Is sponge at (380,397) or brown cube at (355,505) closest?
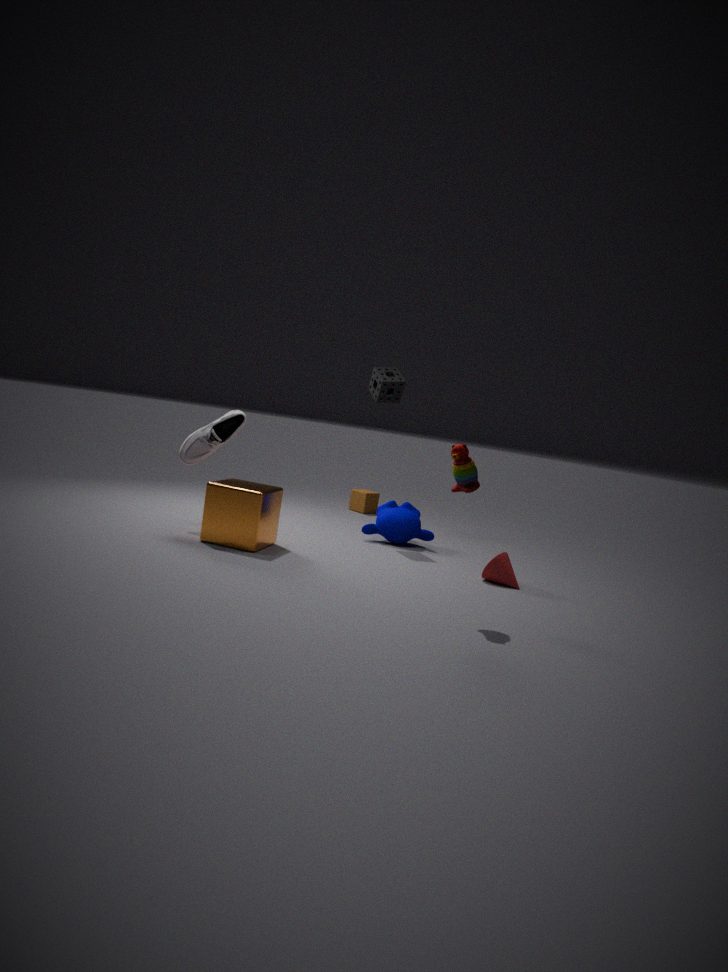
sponge at (380,397)
